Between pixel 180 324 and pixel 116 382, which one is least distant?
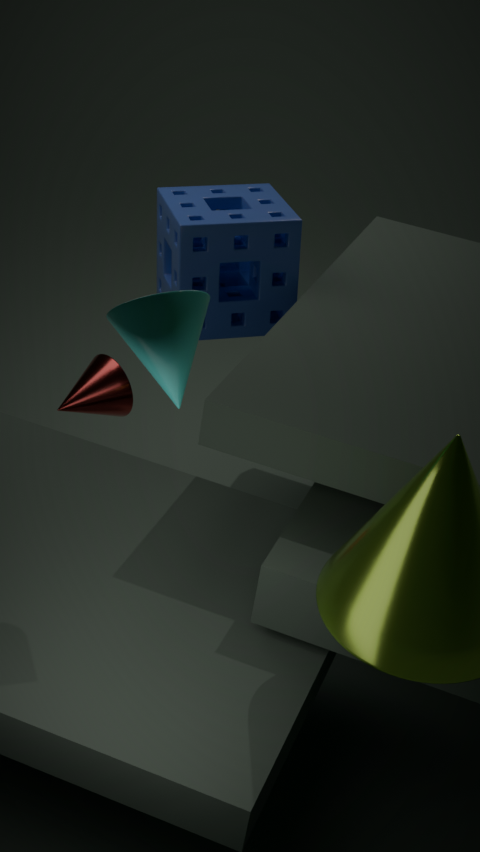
pixel 180 324
